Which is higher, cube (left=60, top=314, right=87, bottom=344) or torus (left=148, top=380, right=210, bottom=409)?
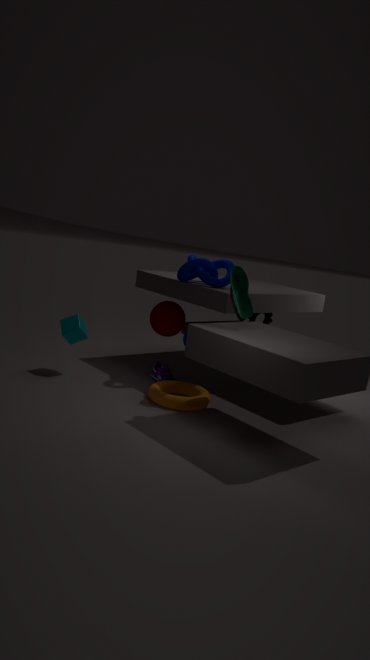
cube (left=60, top=314, right=87, bottom=344)
